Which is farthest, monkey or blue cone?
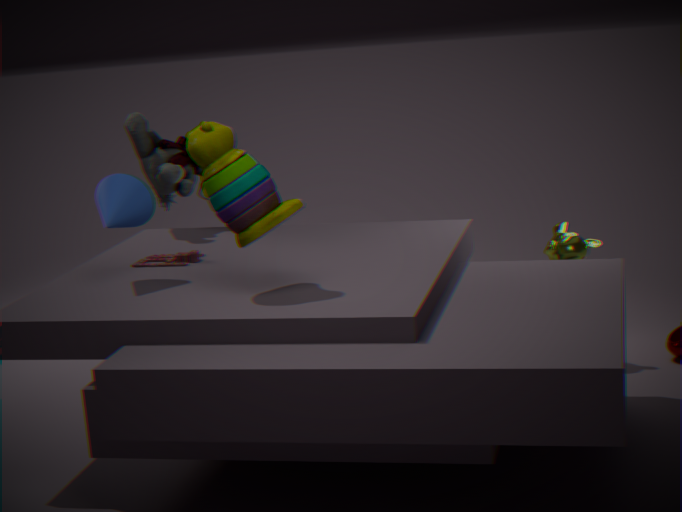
monkey
